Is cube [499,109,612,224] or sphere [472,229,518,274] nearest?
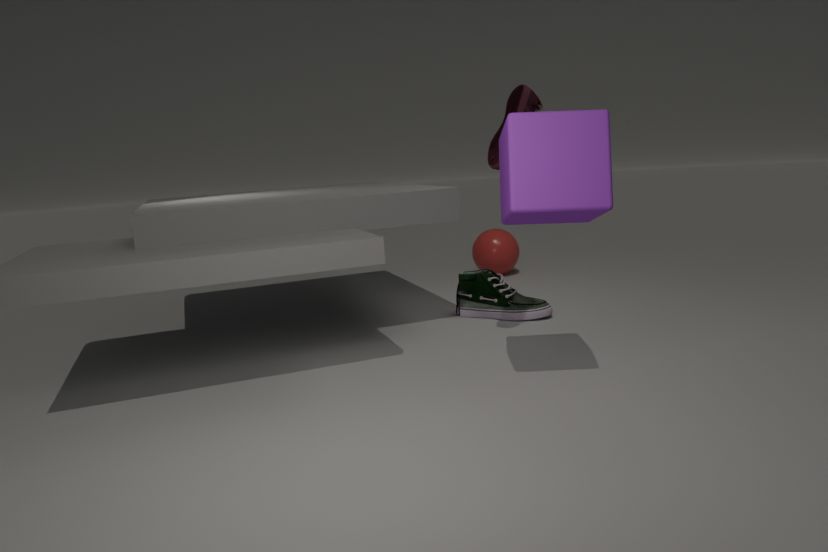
cube [499,109,612,224]
